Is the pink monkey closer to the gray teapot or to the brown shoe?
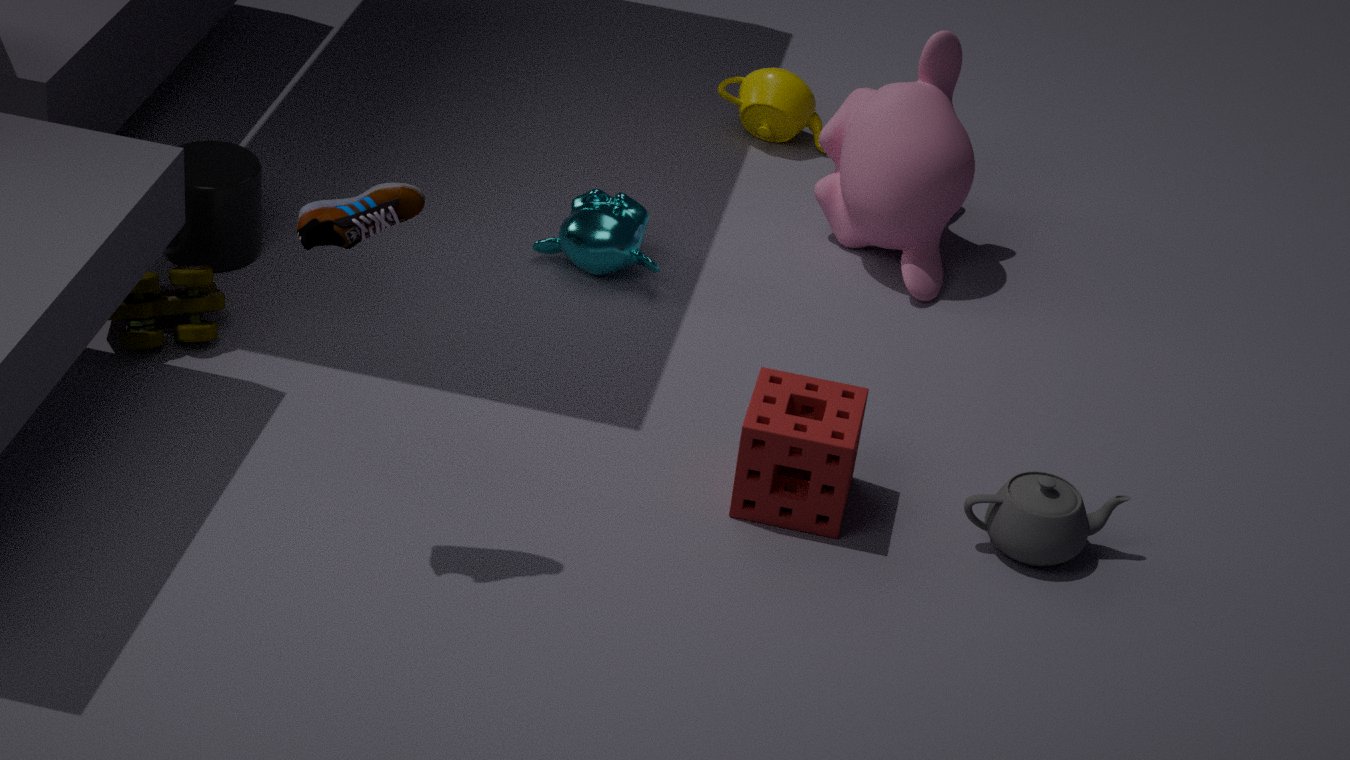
the gray teapot
